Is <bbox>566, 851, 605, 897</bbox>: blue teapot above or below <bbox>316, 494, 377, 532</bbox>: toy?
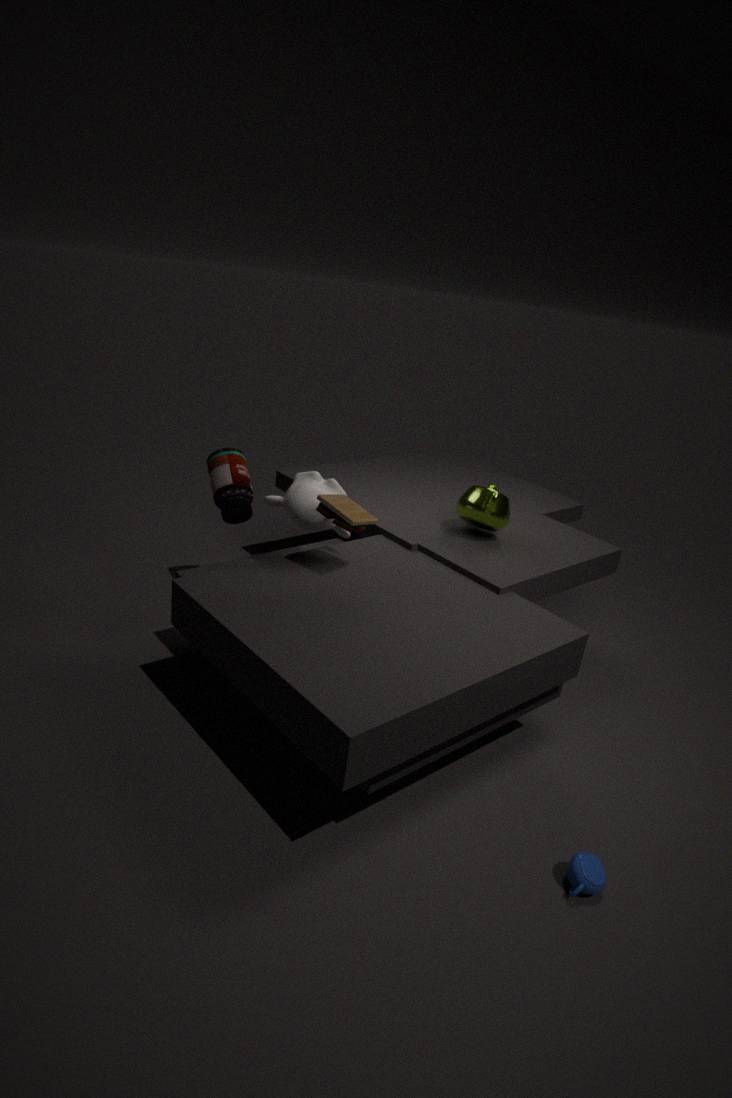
below
